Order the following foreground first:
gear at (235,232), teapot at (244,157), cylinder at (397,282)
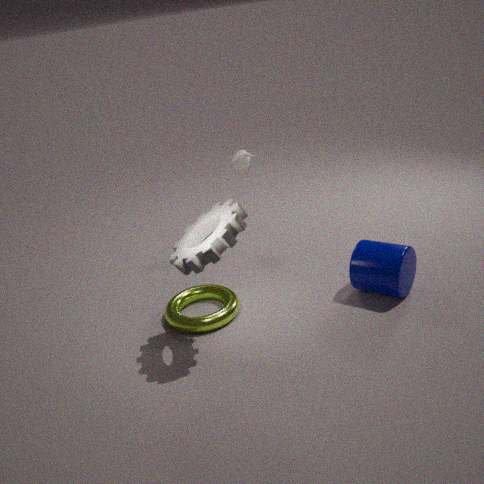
gear at (235,232) → cylinder at (397,282) → teapot at (244,157)
